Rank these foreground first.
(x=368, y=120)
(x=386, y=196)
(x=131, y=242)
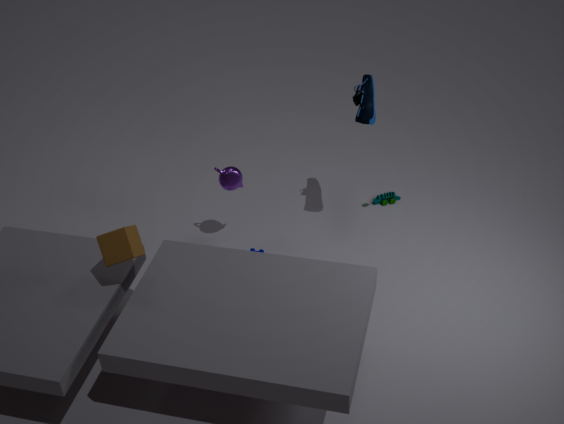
(x=131, y=242), (x=368, y=120), (x=386, y=196)
